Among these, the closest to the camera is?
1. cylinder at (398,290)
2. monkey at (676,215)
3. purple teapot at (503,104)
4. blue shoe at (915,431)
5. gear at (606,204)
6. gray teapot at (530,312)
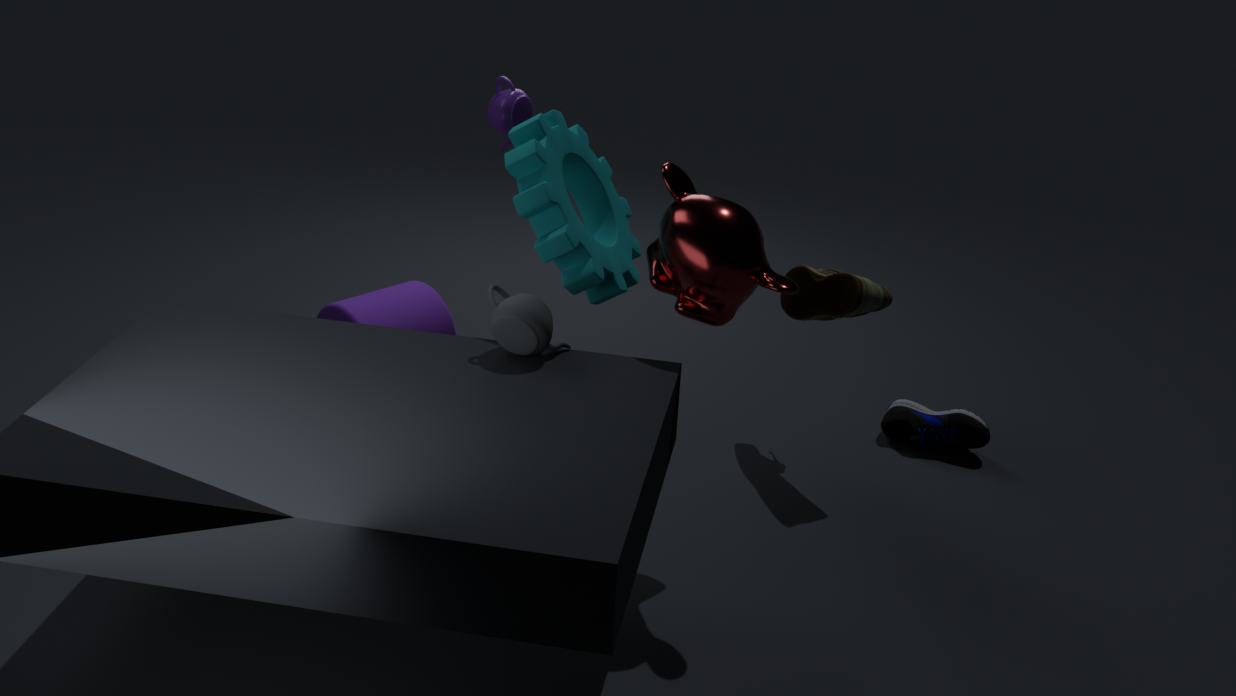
gray teapot at (530,312)
